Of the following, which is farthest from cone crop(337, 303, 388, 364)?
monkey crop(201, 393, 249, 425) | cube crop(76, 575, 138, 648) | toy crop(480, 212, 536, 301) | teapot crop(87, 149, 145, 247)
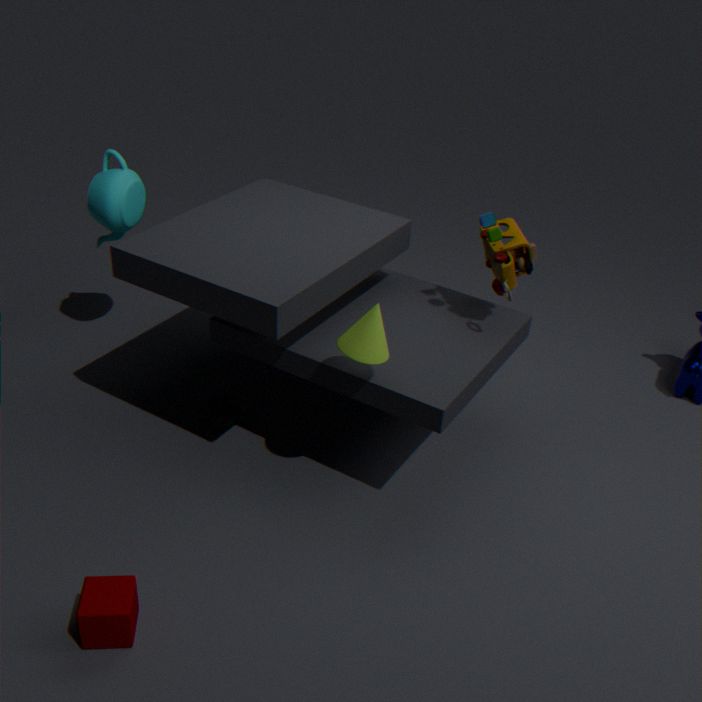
teapot crop(87, 149, 145, 247)
